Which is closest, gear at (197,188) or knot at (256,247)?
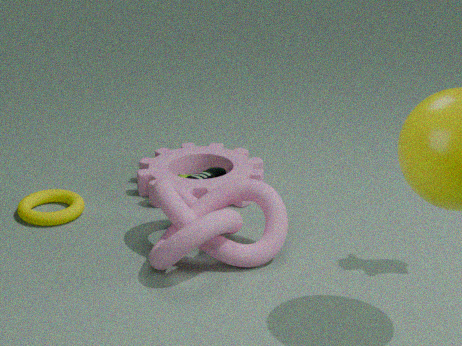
knot at (256,247)
